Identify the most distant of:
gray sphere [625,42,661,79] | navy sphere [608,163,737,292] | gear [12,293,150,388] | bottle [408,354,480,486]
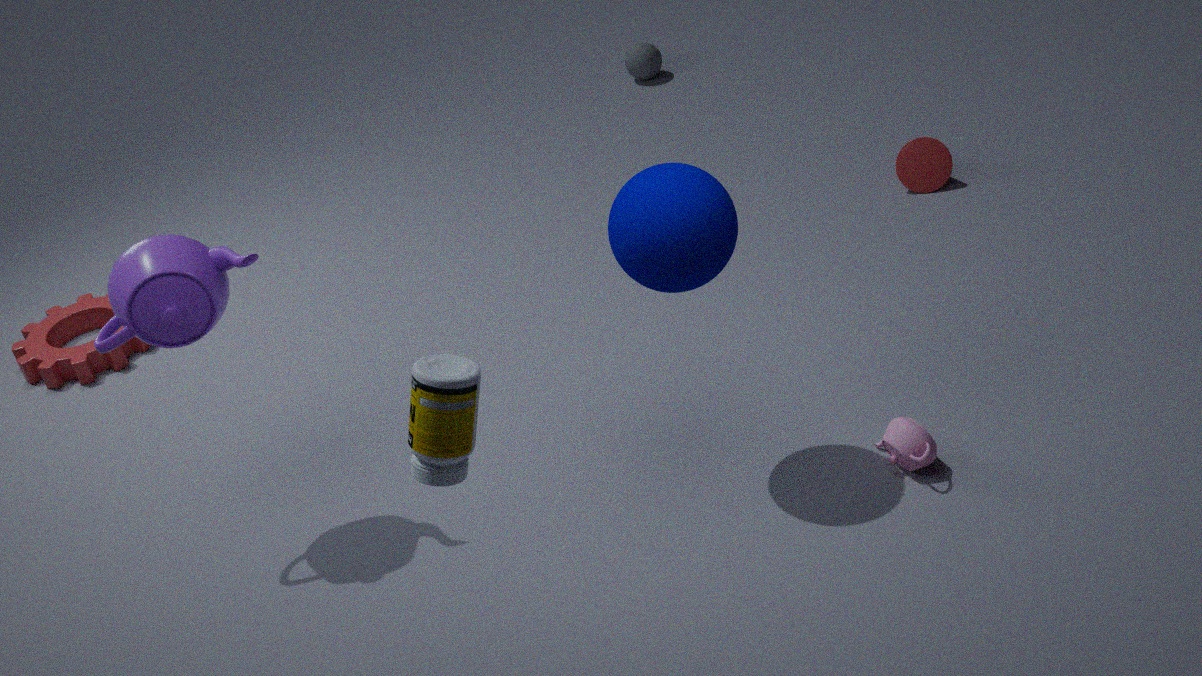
gray sphere [625,42,661,79]
